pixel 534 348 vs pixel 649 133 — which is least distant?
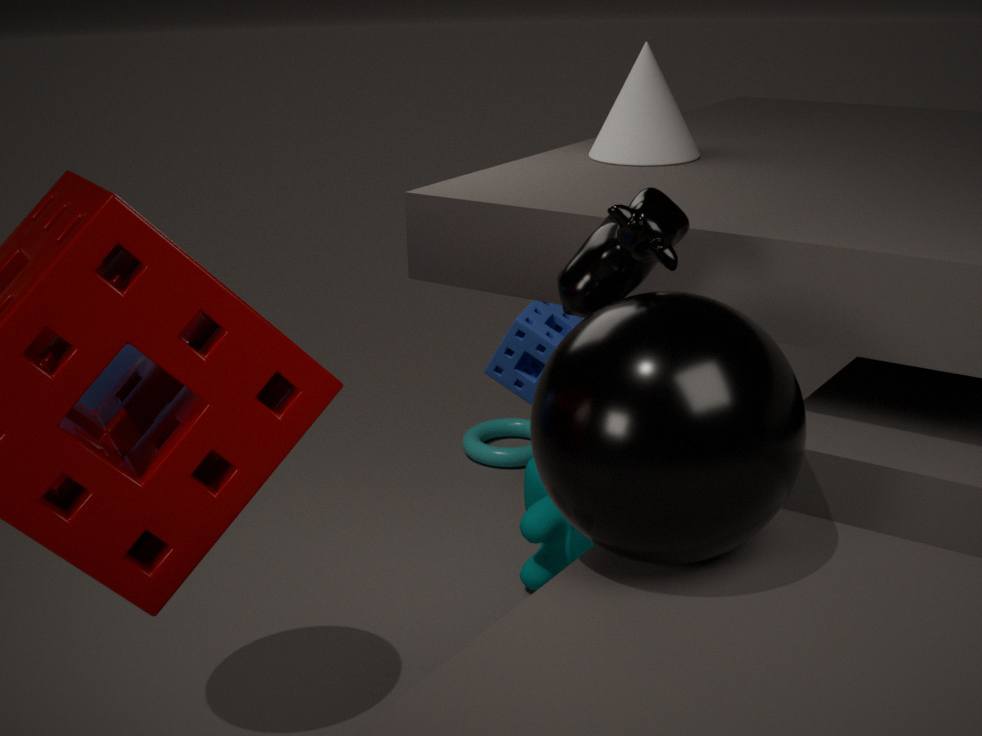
pixel 649 133
